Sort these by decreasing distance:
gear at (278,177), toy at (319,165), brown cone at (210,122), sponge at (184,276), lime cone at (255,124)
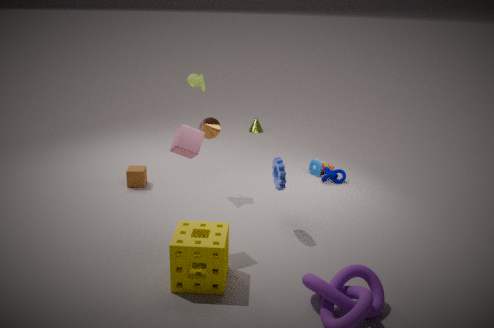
1. lime cone at (255,124)
2. toy at (319,165)
3. brown cone at (210,122)
4. gear at (278,177)
5. sponge at (184,276)
